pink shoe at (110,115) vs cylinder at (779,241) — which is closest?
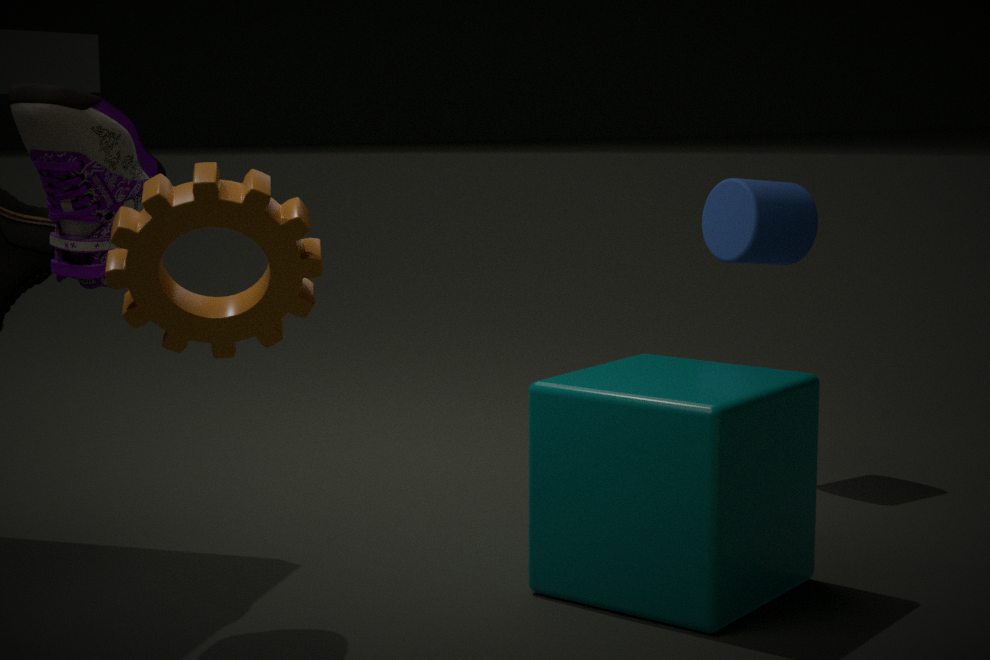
pink shoe at (110,115)
